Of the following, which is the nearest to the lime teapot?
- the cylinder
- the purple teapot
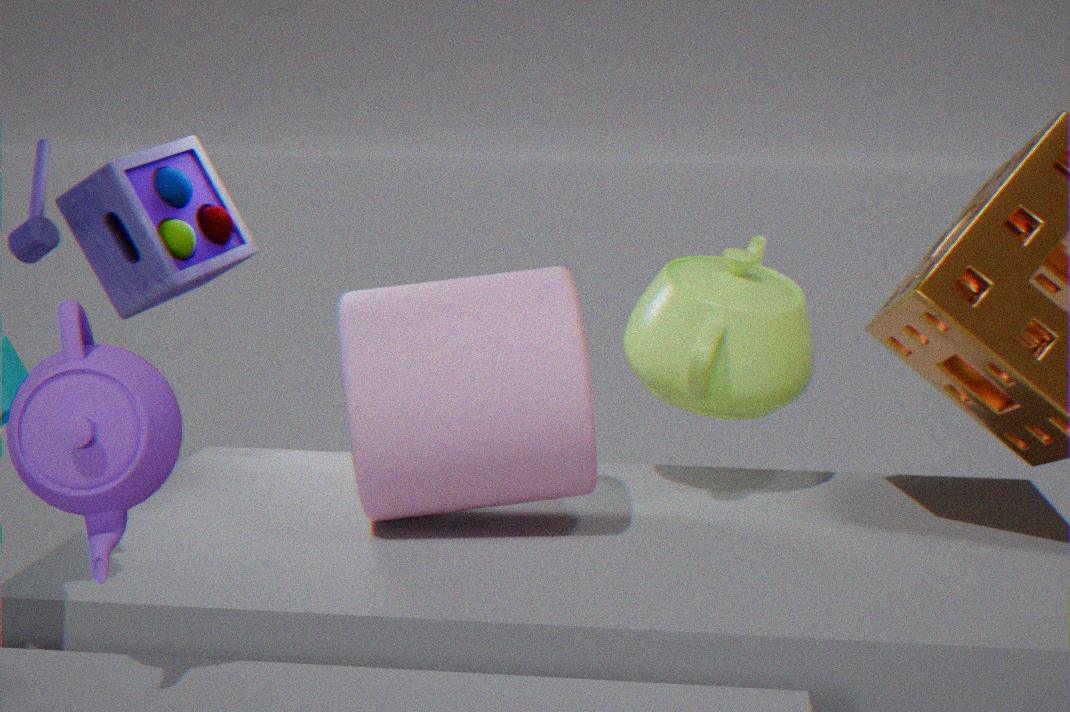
the cylinder
